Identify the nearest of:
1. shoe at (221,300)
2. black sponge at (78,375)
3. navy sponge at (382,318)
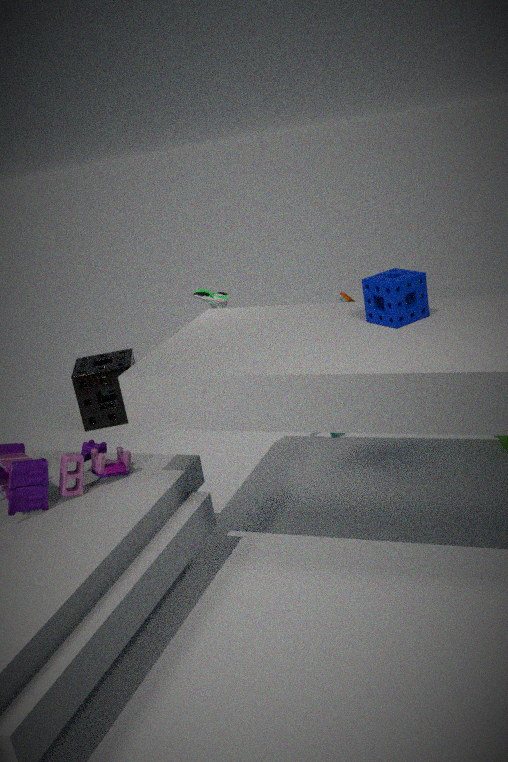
navy sponge at (382,318)
